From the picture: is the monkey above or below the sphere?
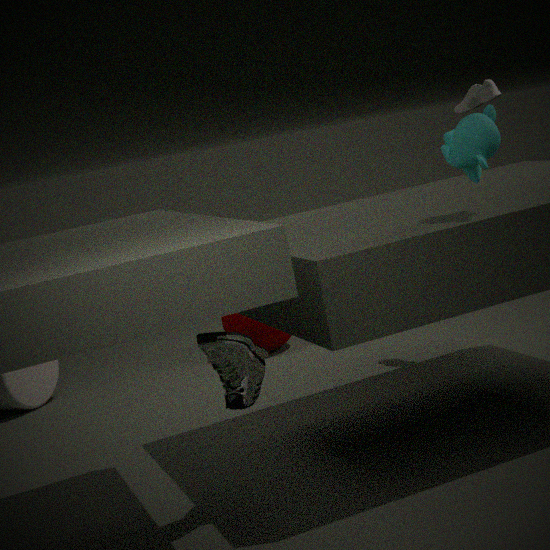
above
